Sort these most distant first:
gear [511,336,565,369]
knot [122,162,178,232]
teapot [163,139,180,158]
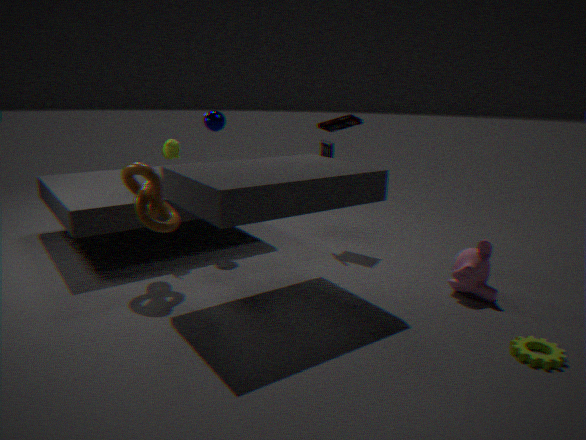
1. teapot [163,139,180,158]
2. knot [122,162,178,232]
3. gear [511,336,565,369]
